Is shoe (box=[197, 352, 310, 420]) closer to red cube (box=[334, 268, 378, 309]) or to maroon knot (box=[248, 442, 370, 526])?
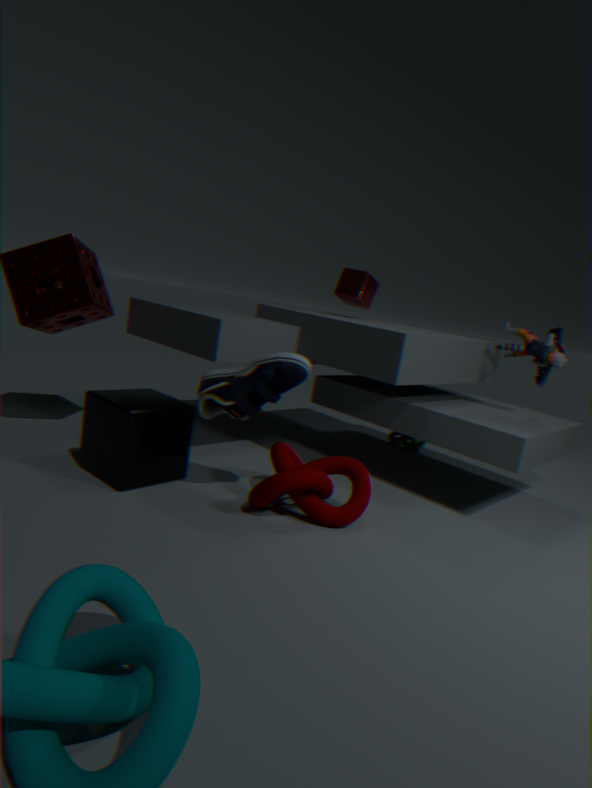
maroon knot (box=[248, 442, 370, 526])
